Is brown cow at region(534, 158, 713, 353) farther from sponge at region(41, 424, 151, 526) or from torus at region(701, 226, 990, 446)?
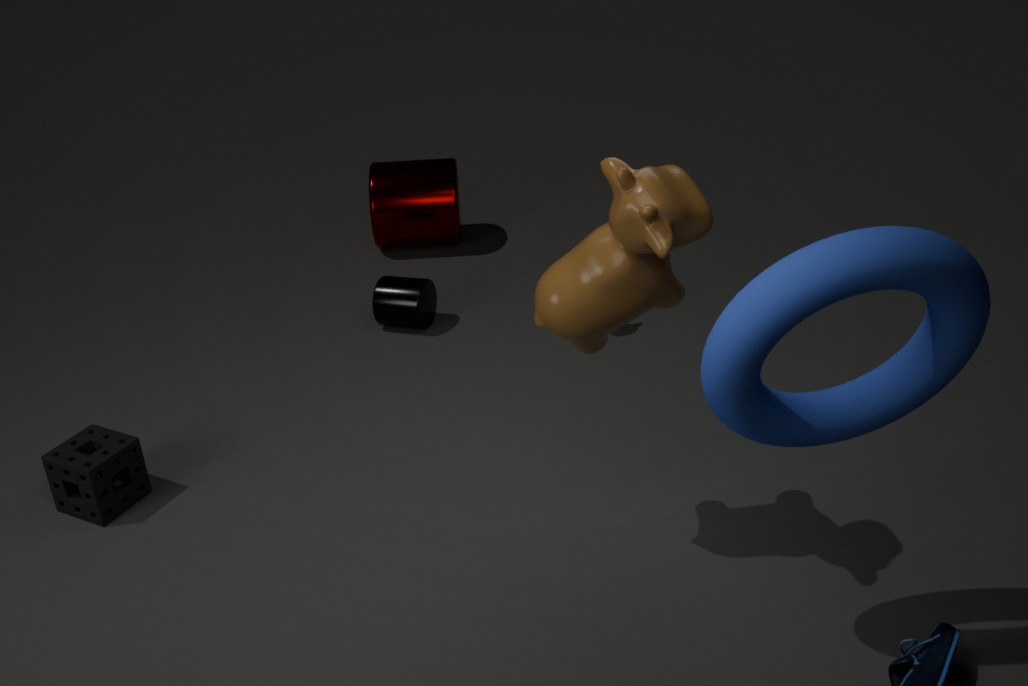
sponge at region(41, 424, 151, 526)
